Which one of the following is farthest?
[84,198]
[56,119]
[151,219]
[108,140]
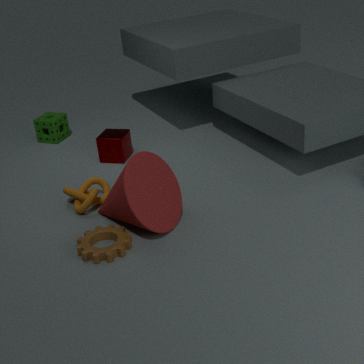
[56,119]
